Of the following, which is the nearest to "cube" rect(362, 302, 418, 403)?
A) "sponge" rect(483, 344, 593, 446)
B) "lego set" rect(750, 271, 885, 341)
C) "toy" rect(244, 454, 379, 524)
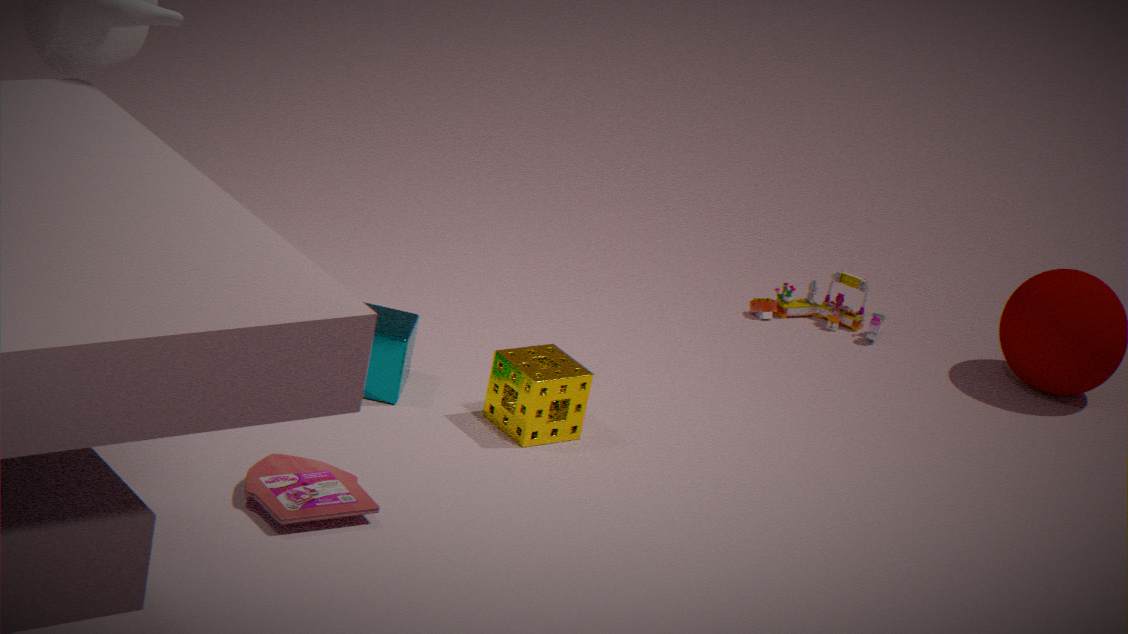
"sponge" rect(483, 344, 593, 446)
